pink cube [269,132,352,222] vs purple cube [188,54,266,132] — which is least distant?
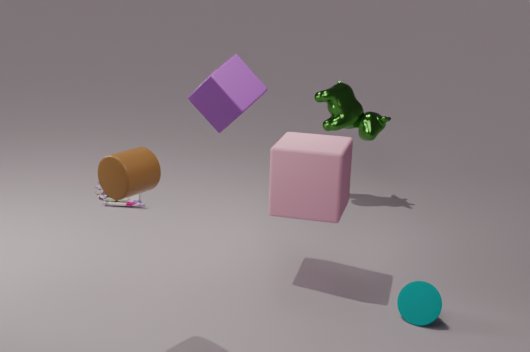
purple cube [188,54,266,132]
